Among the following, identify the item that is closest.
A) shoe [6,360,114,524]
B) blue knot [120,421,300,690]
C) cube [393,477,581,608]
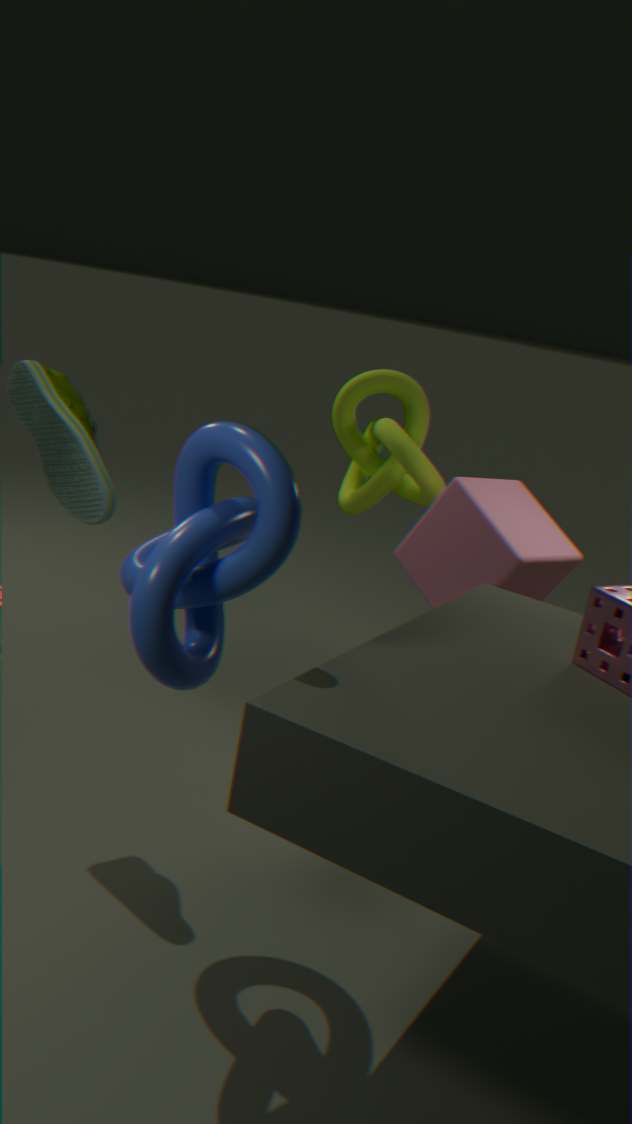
blue knot [120,421,300,690]
